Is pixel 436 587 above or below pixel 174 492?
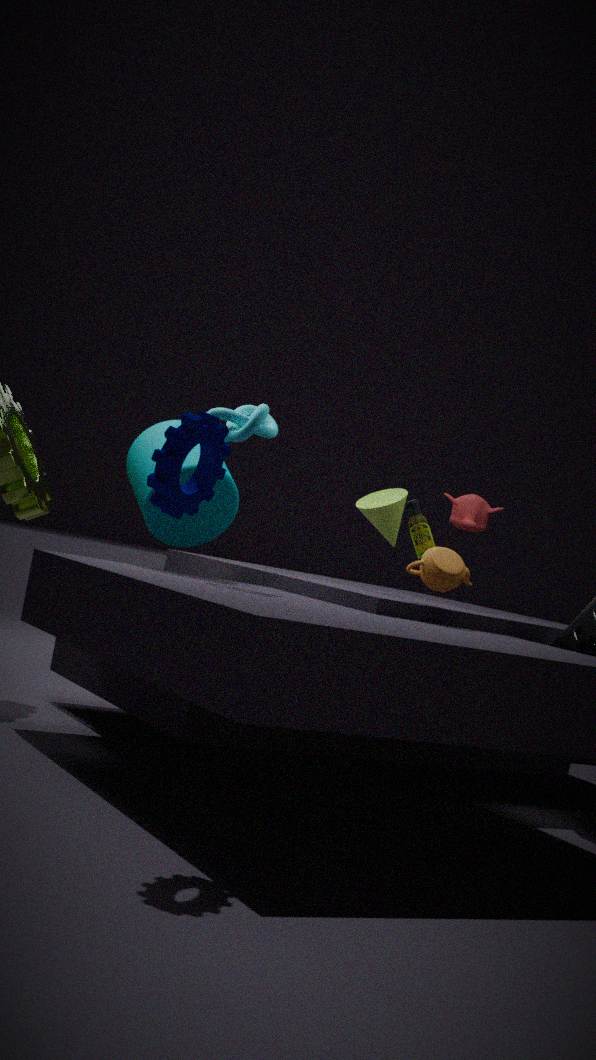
below
